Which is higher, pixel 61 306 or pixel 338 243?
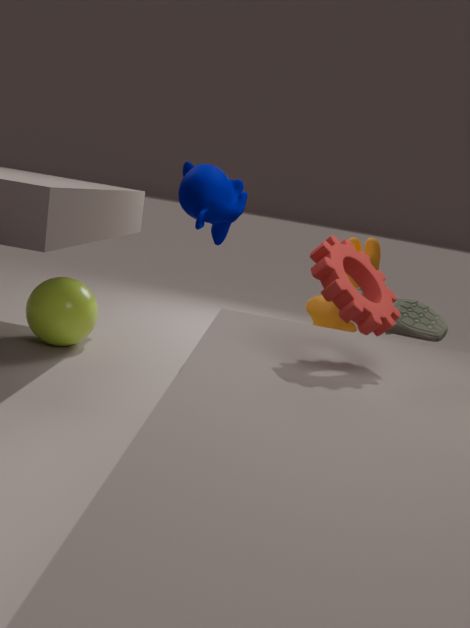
pixel 338 243
